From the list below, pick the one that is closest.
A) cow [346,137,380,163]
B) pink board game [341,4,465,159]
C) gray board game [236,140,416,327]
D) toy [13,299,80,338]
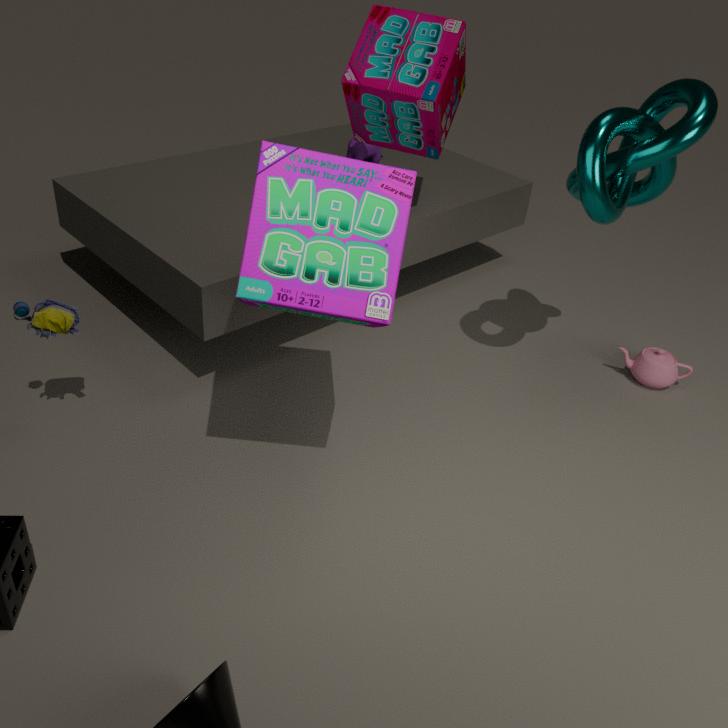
gray board game [236,140,416,327]
